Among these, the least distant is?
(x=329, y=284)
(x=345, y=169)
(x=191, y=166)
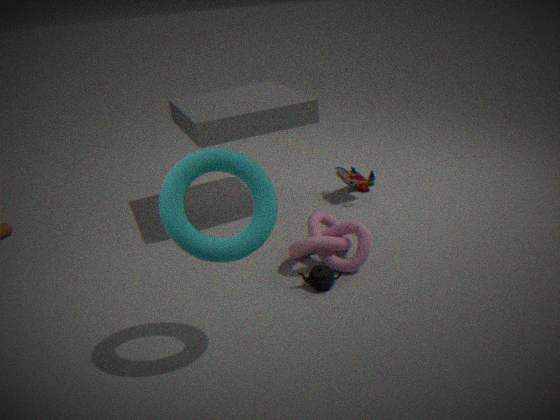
(x=191, y=166)
